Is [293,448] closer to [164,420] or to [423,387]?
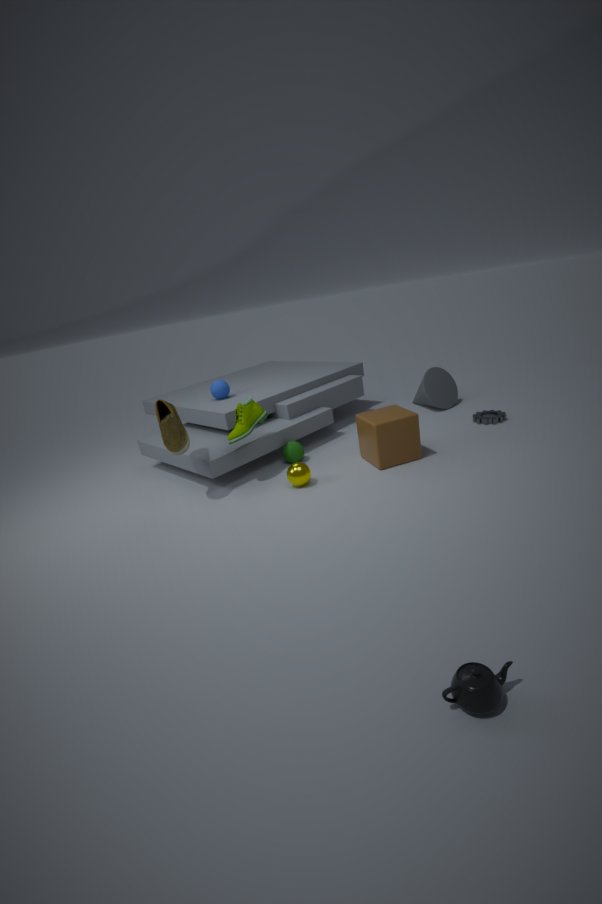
[164,420]
